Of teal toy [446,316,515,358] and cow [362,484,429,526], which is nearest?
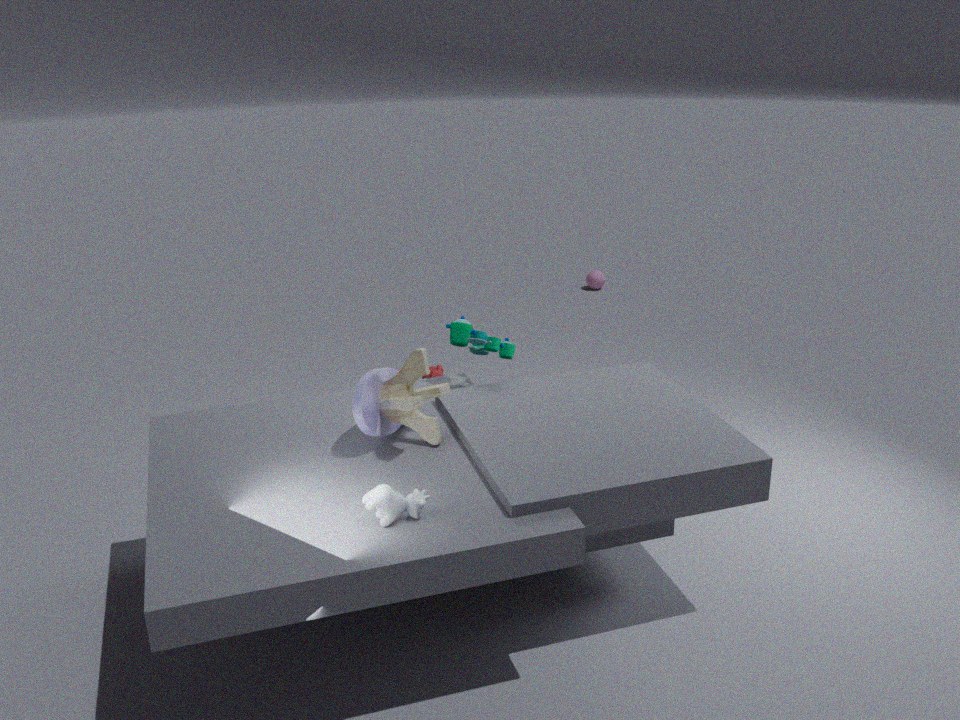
cow [362,484,429,526]
